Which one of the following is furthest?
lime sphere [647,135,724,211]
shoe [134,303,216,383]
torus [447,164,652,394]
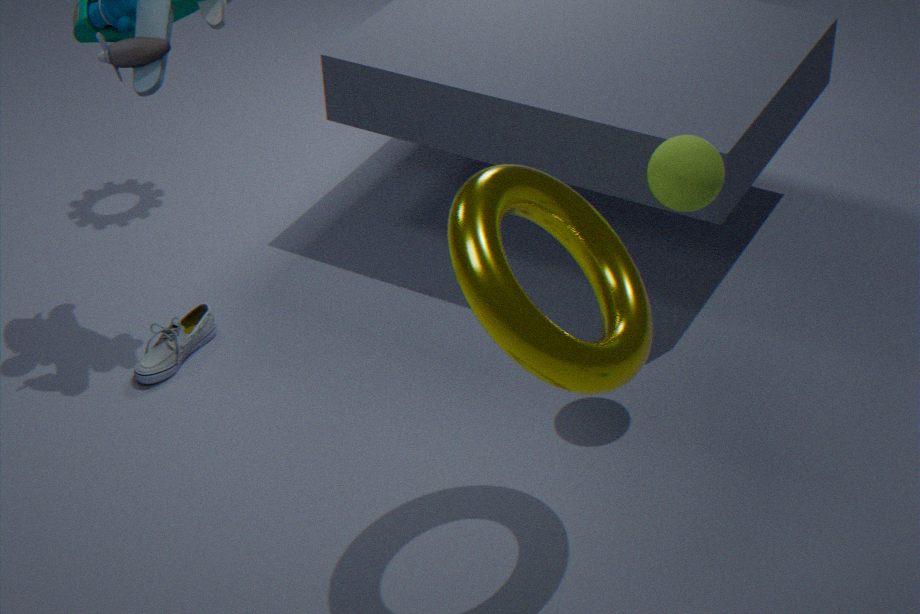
shoe [134,303,216,383]
